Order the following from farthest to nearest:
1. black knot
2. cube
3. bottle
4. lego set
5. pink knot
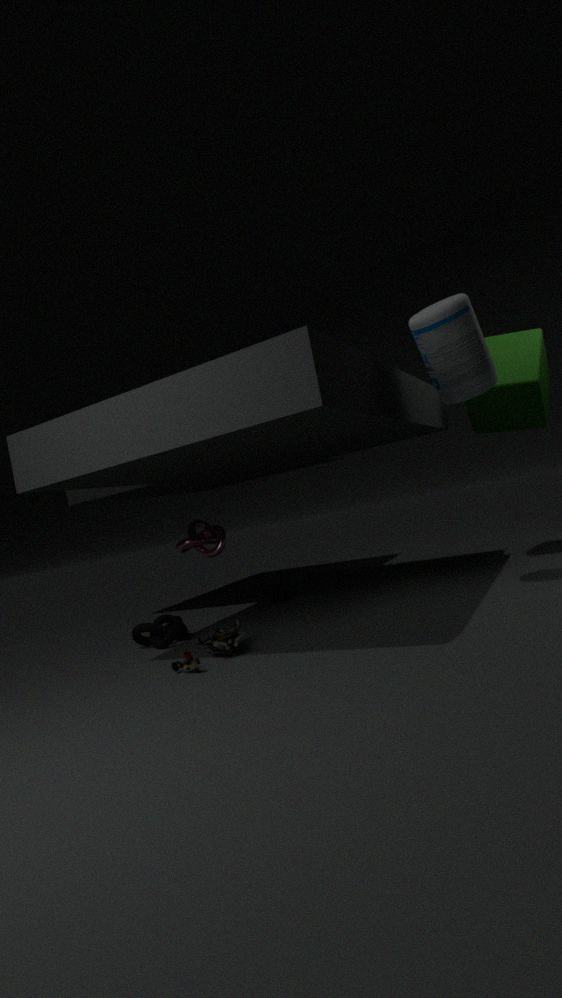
pink knot < cube < black knot < lego set < bottle
